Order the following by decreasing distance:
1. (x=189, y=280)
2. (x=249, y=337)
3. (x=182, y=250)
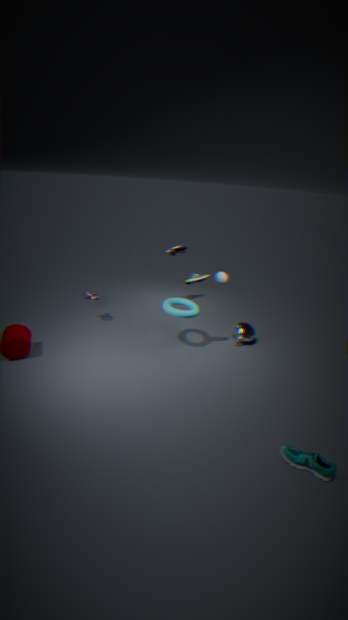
(x=182, y=250)
(x=249, y=337)
(x=189, y=280)
